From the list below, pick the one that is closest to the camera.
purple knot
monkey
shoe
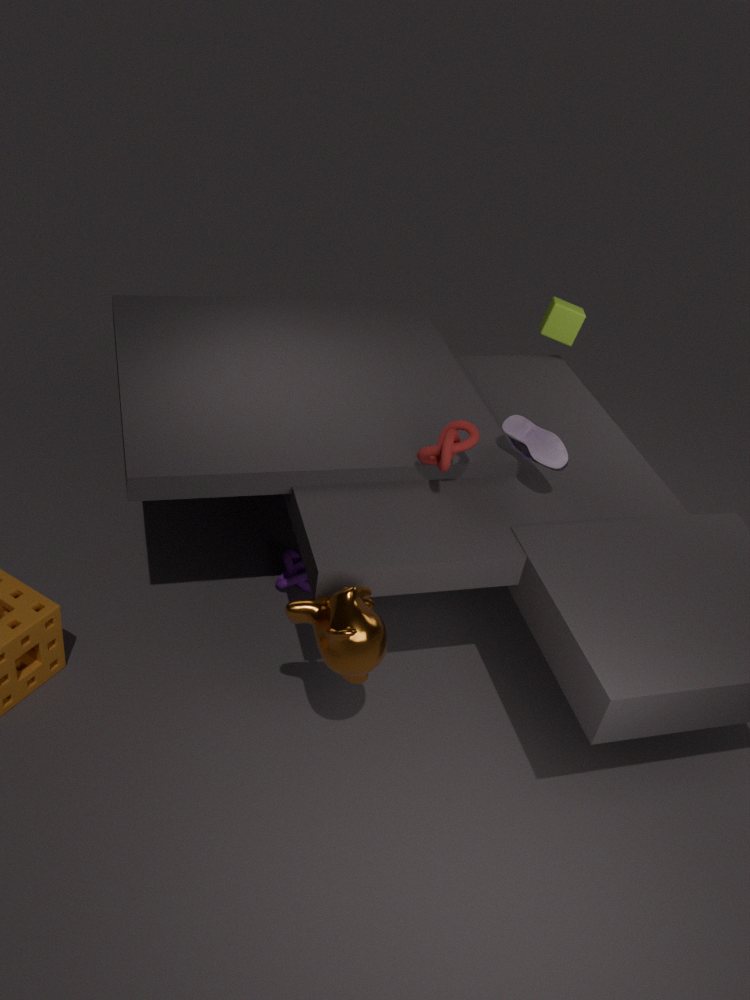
monkey
